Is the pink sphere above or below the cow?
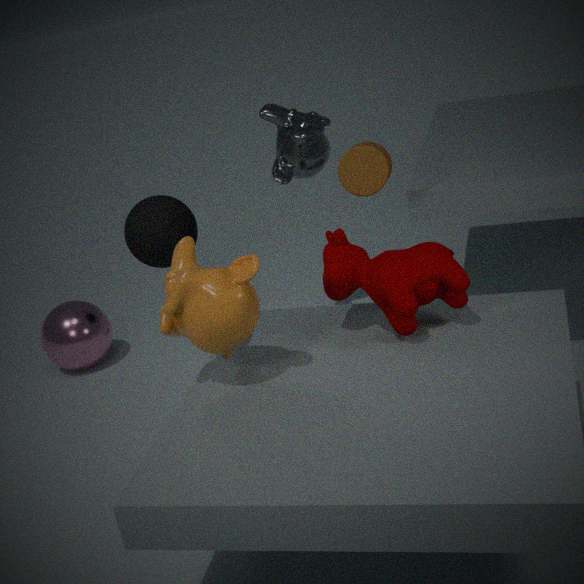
below
